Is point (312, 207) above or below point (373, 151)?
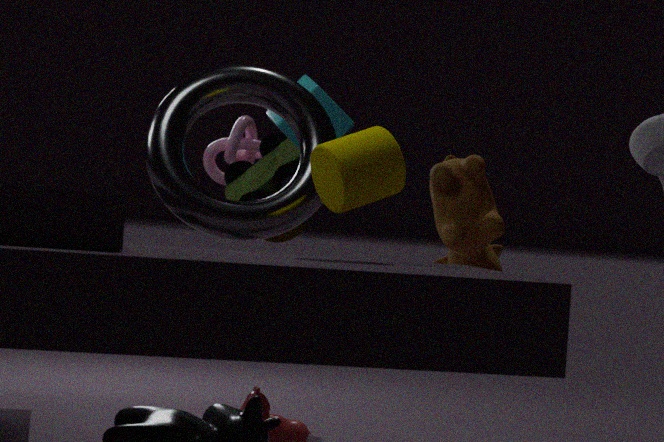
above
